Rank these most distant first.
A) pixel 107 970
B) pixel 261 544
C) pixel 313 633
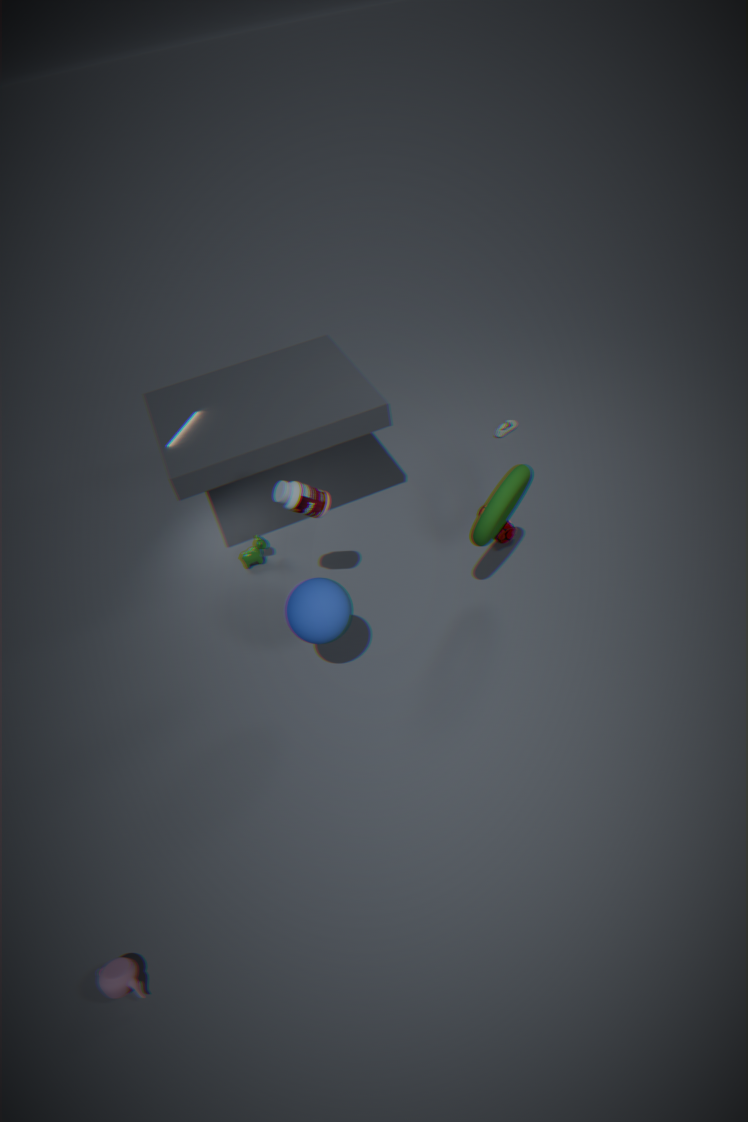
pixel 261 544 → pixel 313 633 → pixel 107 970
